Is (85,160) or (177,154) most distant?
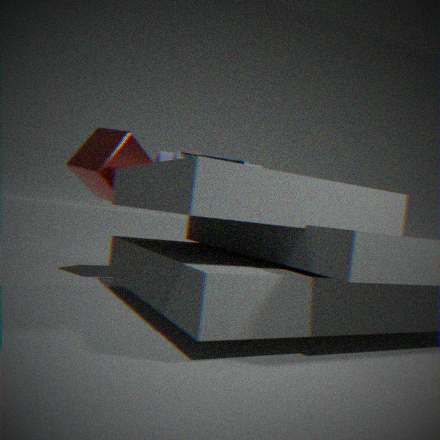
(85,160)
